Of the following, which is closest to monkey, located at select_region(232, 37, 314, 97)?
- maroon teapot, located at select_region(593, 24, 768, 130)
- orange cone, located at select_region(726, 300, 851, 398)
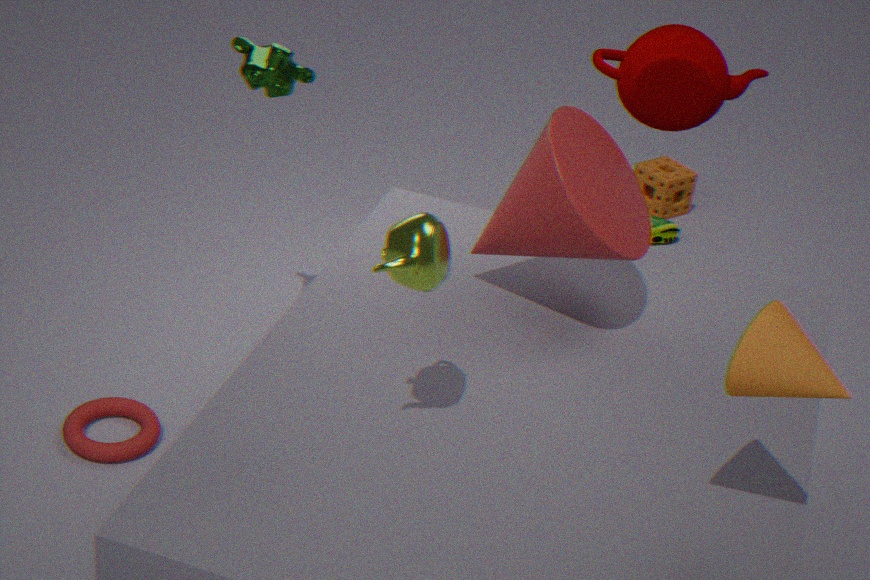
maroon teapot, located at select_region(593, 24, 768, 130)
